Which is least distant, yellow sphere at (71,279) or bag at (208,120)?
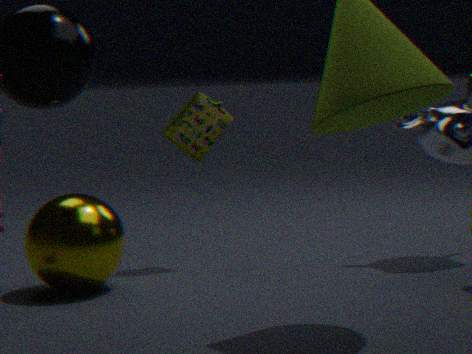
yellow sphere at (71,279)
